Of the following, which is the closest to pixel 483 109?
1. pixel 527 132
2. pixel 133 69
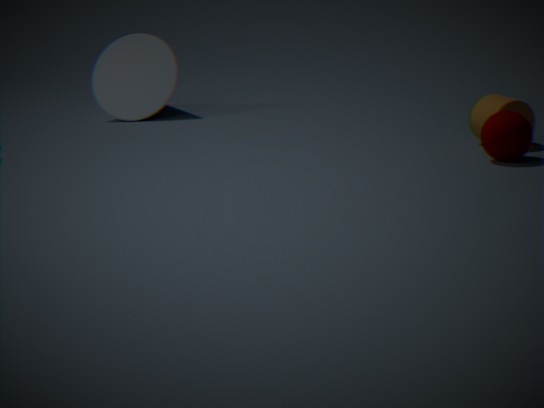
pixel 527 132
